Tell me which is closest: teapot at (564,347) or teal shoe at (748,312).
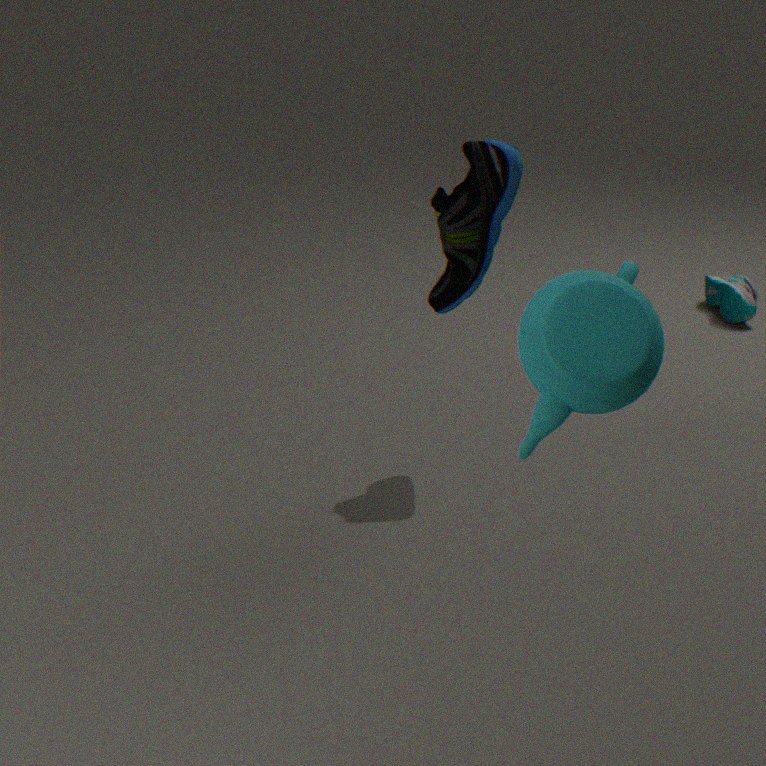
teapot at (564,347)
